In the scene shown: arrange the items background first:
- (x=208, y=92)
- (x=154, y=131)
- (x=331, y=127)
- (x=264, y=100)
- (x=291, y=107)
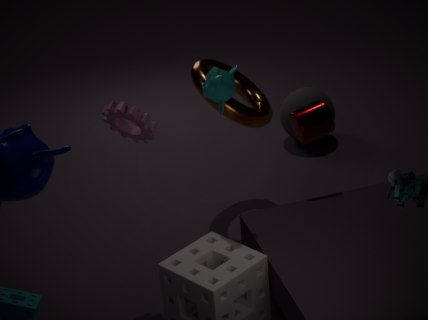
(x=291, y=107)
(x=264, y=100)
(x=331, y=127)
(x=208, y=92)
(x=154, y=131)
